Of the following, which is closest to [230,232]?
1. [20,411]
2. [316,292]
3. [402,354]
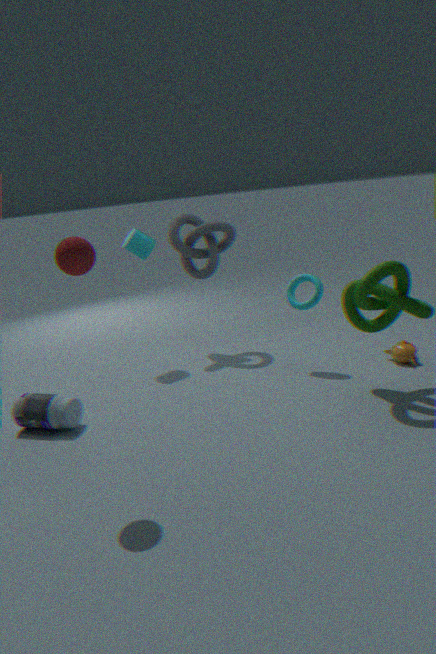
[316,292]
